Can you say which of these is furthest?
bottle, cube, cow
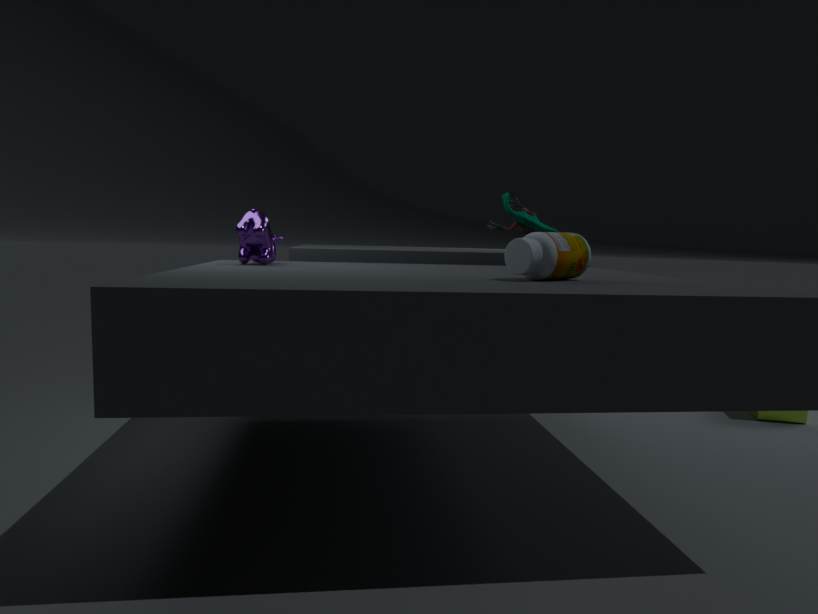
cube
